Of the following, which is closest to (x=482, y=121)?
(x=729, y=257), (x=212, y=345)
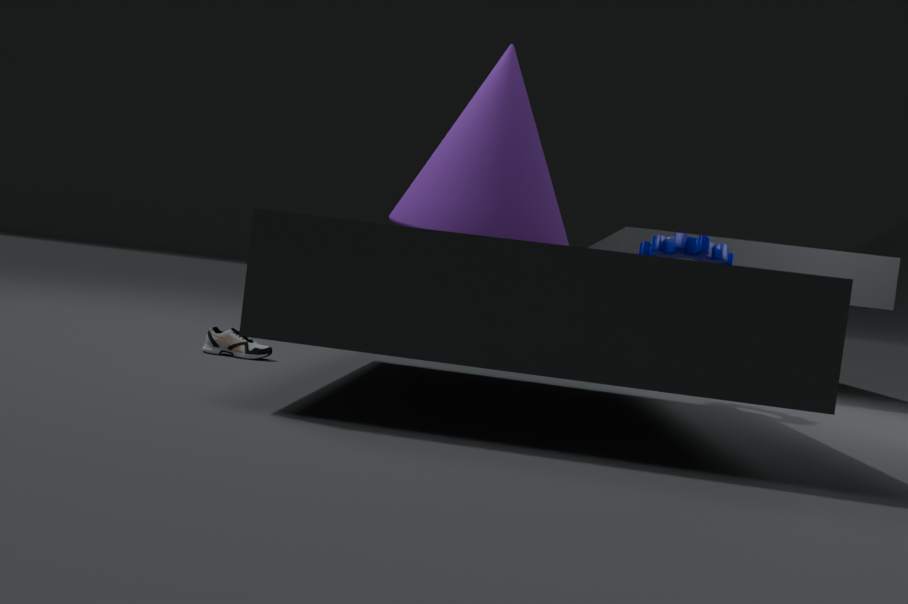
(x=729, y=257)
